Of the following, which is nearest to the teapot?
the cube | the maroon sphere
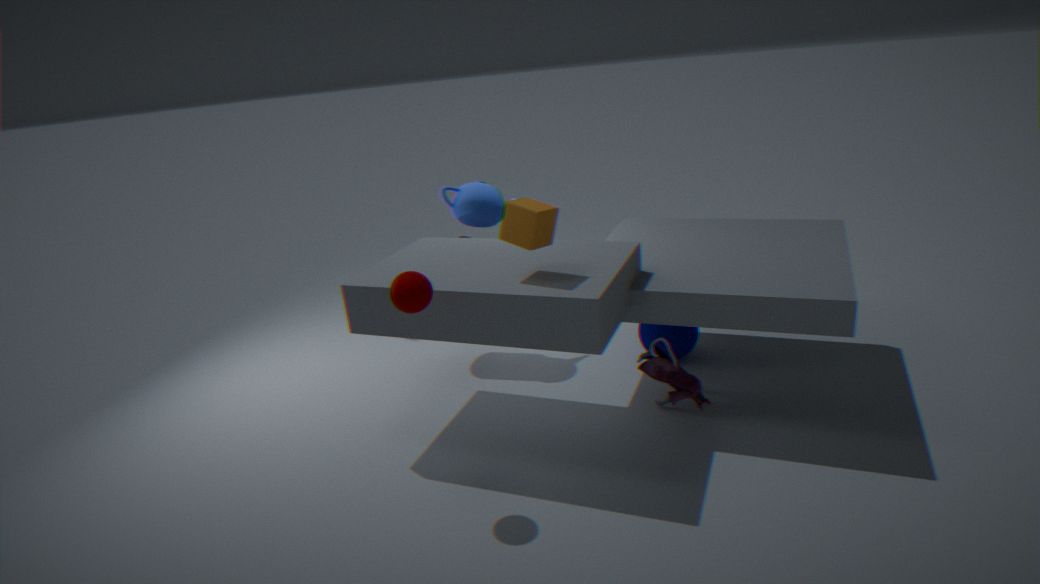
the cube
